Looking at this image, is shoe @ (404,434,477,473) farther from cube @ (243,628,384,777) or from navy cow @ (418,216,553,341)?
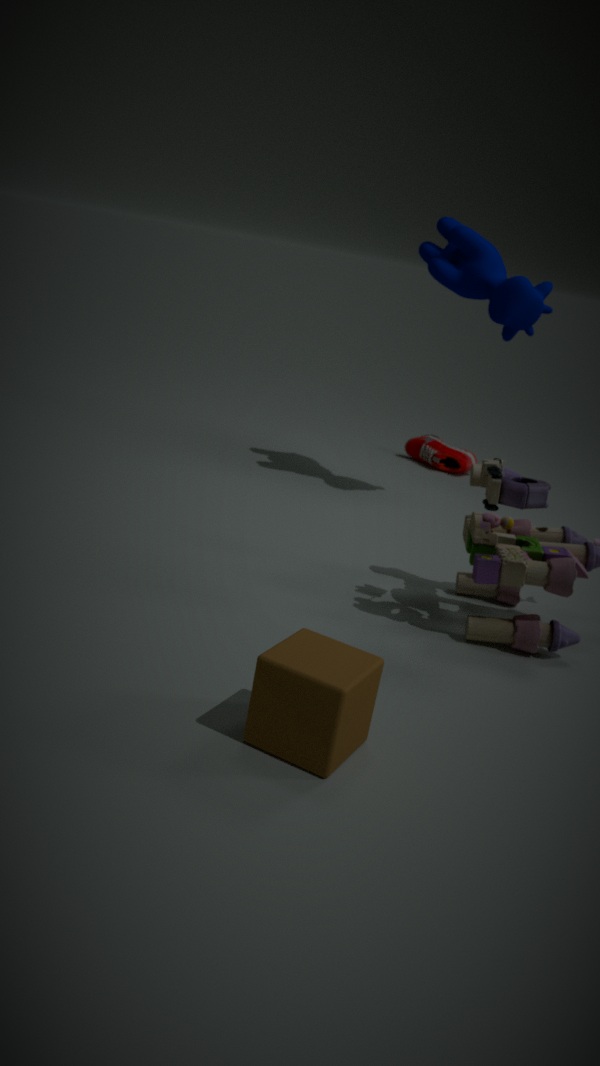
cube @ (243,628,384,777)
